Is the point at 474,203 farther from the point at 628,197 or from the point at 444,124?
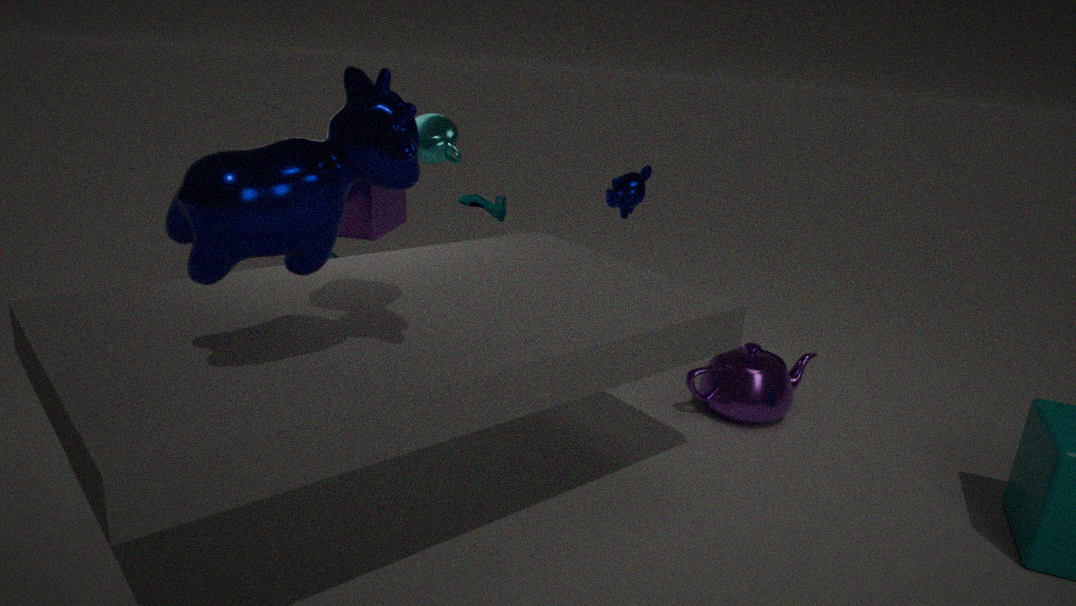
the point at 444,124
